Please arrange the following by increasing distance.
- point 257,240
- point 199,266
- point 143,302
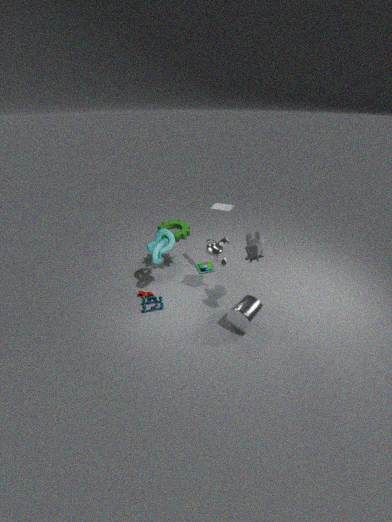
point 257,240
point 143,302
point 199,266
